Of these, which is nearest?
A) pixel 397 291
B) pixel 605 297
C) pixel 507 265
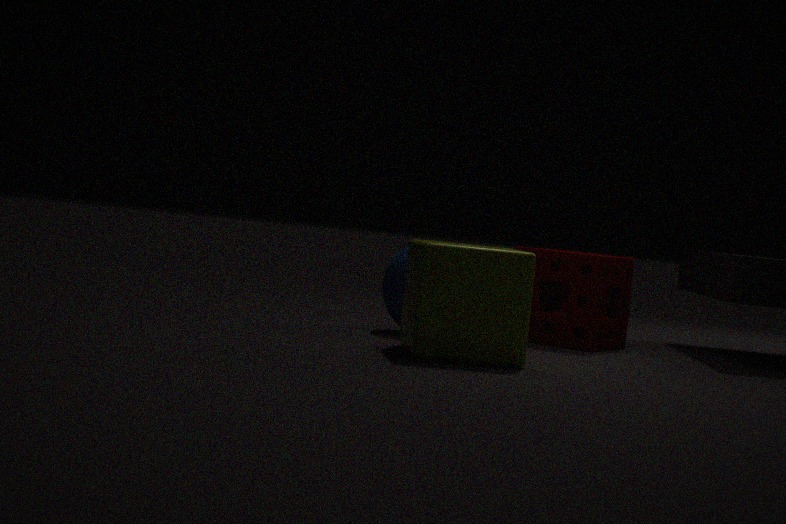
pixel 507 265
